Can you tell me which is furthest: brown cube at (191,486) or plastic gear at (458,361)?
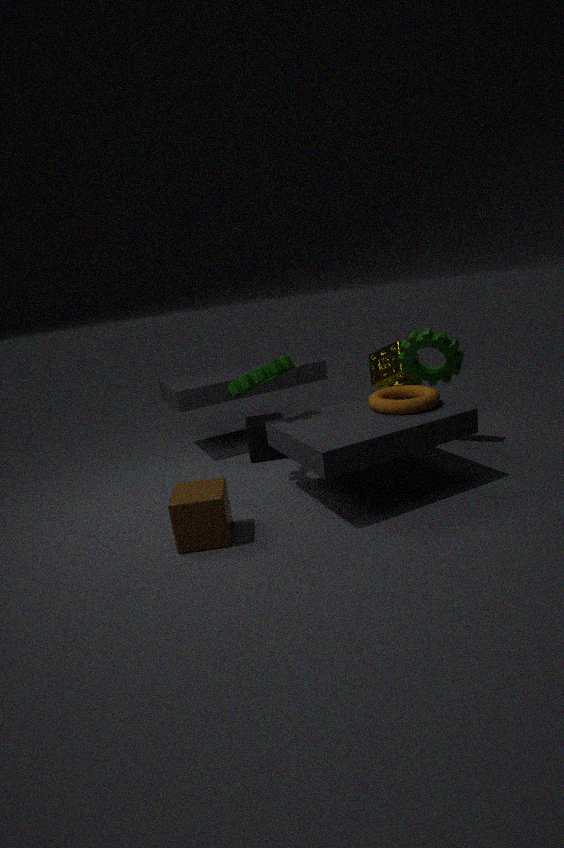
plastic gear at (458,361)
